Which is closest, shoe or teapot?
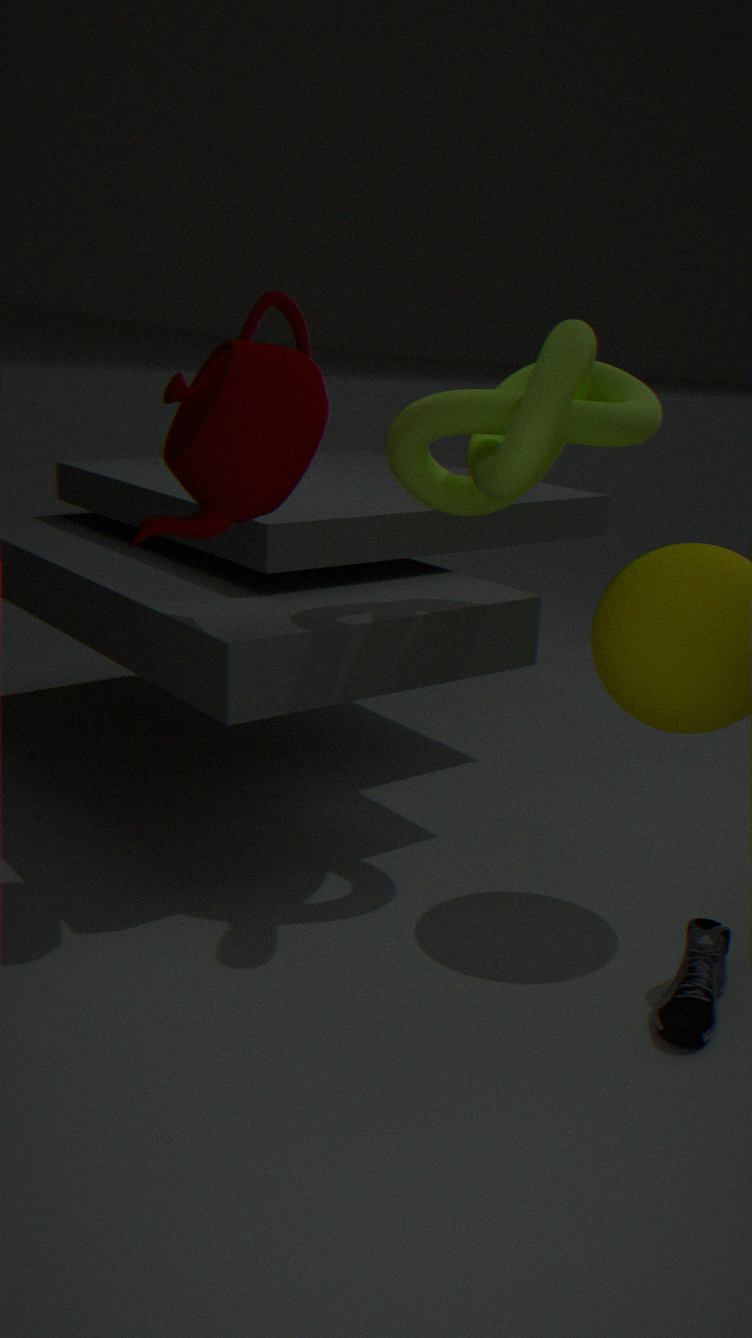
shoe
